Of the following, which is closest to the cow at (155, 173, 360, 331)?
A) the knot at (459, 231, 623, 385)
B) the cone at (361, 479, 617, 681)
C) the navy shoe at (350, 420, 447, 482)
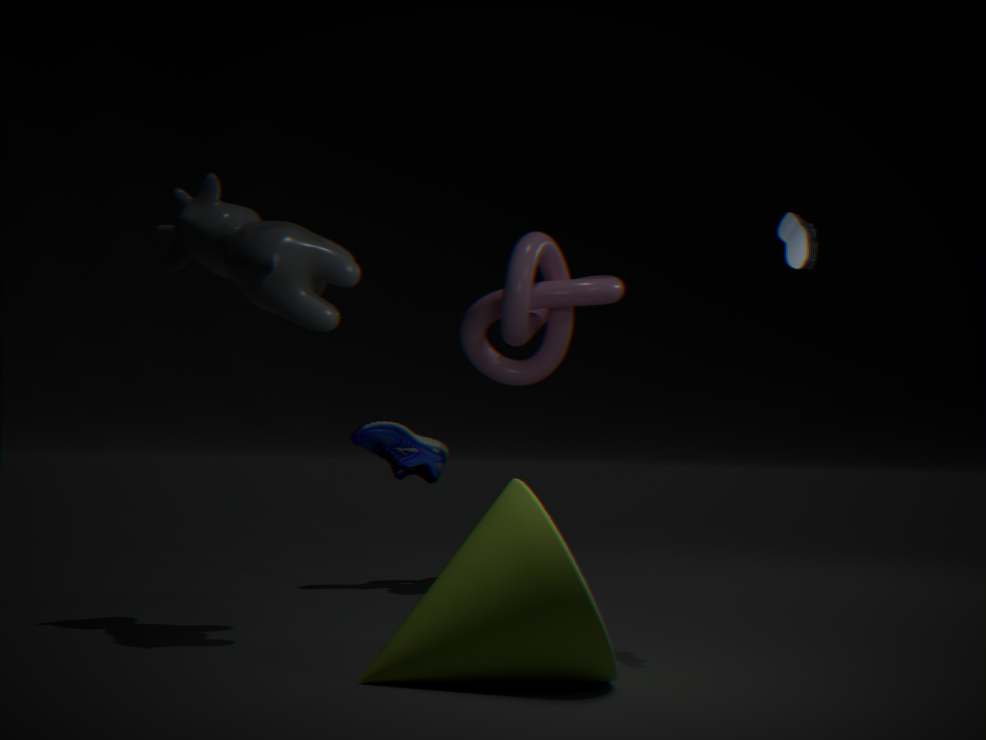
the cone at (361, 479, 617, 681)
